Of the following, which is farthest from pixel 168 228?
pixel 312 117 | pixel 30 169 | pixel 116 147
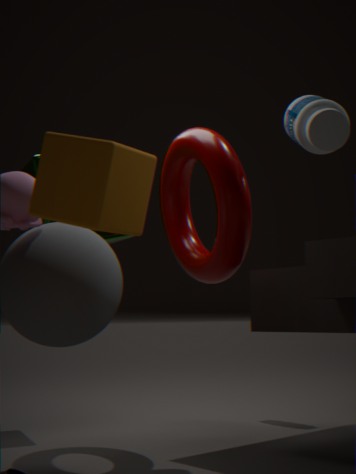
pixel 116 147
